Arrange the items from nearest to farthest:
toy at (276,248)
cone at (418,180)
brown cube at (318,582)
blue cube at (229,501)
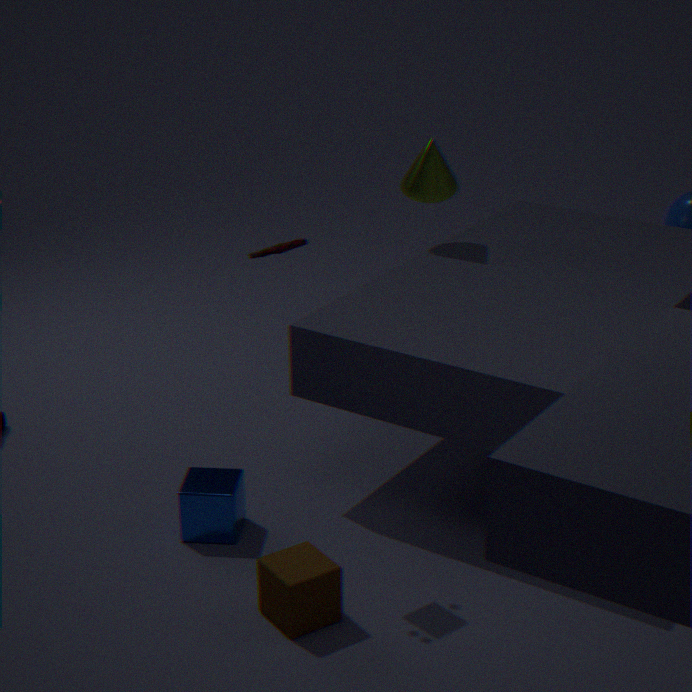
1. brown cube at (318,582)
2. toy at (276,248)
3. blue cube at (229,501)
4. cone at (418,180)
